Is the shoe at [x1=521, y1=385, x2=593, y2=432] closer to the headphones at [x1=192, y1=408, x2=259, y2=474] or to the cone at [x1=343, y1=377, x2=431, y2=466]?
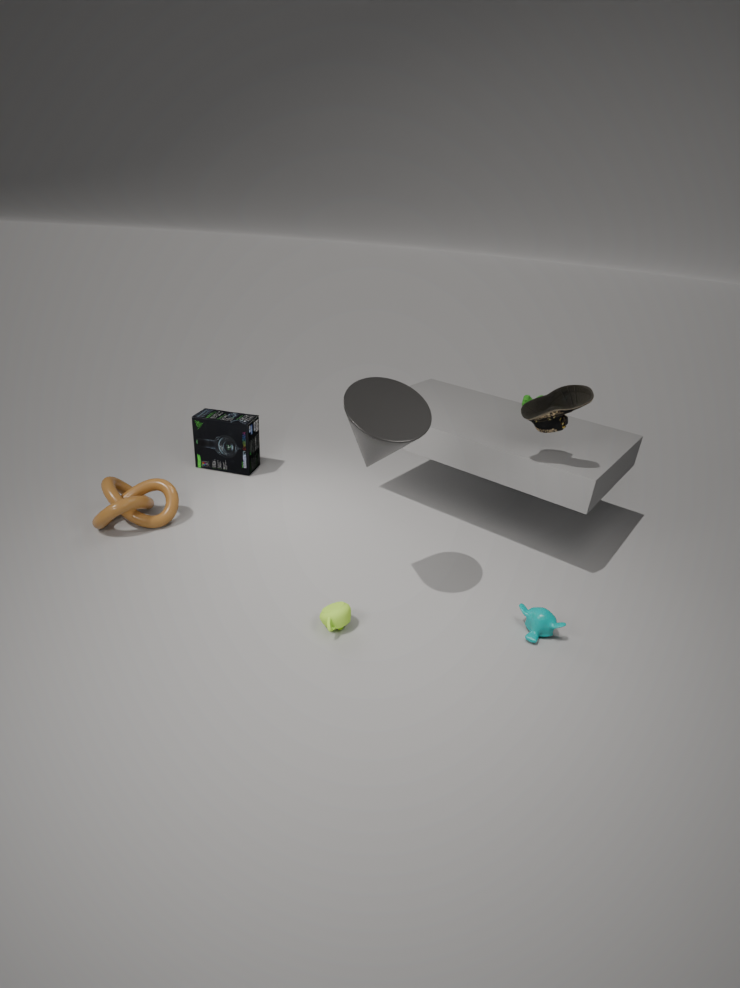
the cone at [x1=343, y1=377, x2=431, y2=466]
